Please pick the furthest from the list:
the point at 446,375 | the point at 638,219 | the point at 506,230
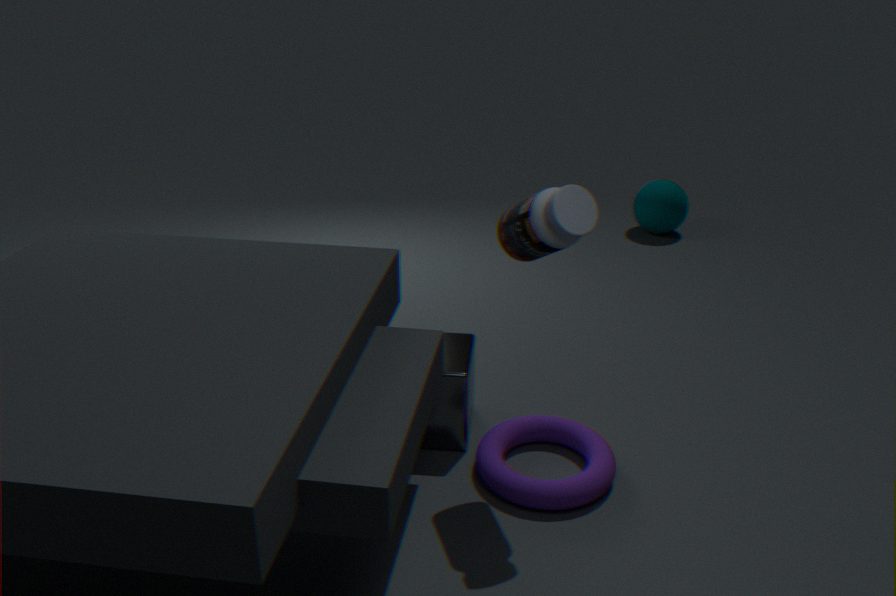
the point at 638,219
